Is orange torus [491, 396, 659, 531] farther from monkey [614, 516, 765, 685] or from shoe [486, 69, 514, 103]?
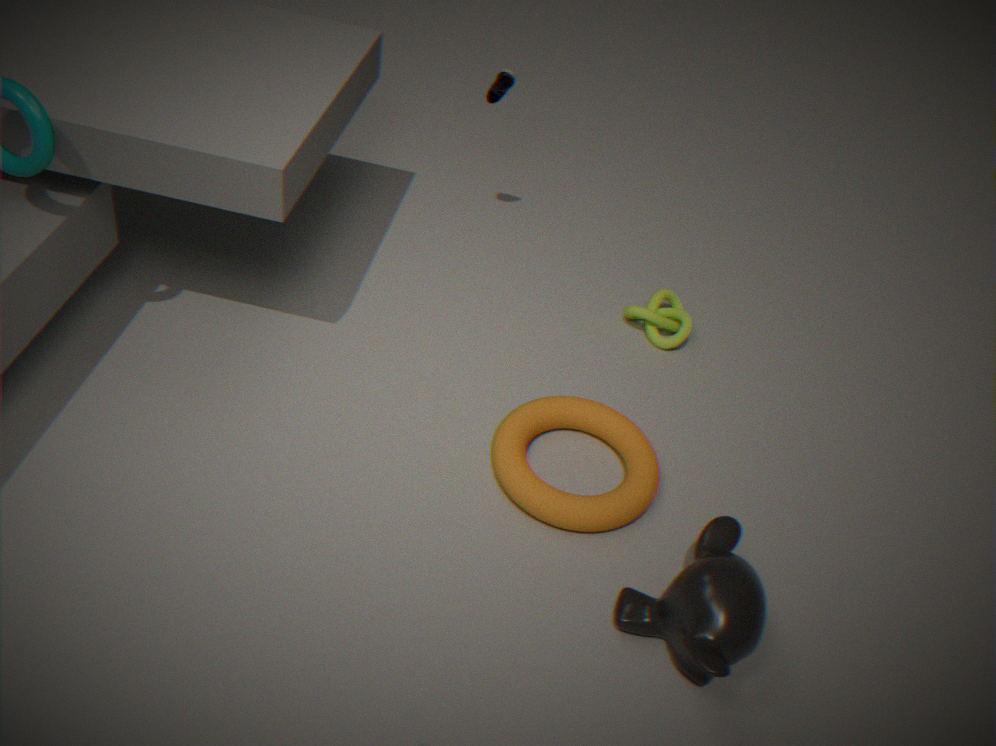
shoe [486, 69, 514, 103]
